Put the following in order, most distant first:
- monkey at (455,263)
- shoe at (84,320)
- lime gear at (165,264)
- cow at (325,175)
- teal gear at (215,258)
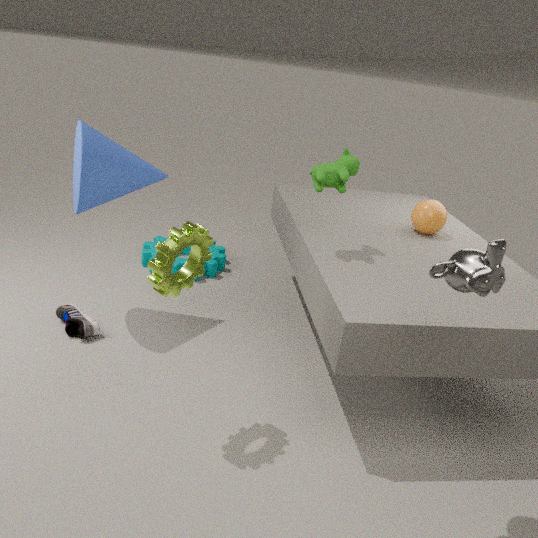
1. teal gear at (215,258)
2. shoe at (84,320)
3. cow at (325,175)
4. lime gear at (165,264)
5. monkey at (455,263)
